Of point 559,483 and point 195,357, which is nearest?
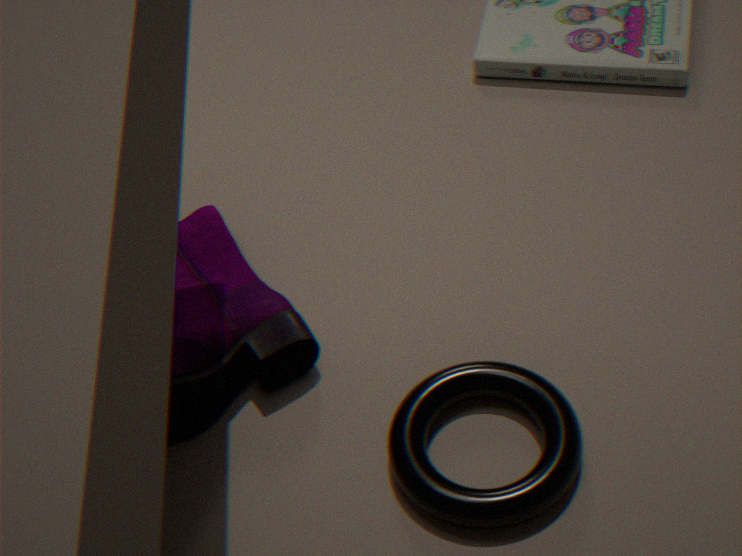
point 559,483
